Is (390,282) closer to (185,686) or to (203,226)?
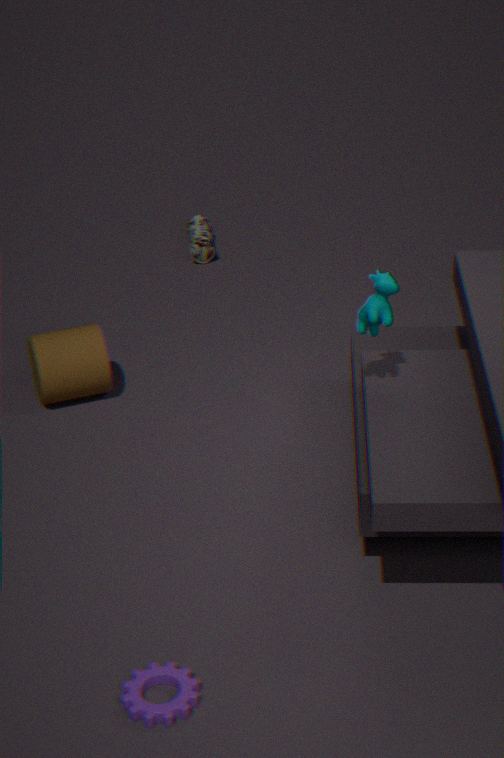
(185,686)
